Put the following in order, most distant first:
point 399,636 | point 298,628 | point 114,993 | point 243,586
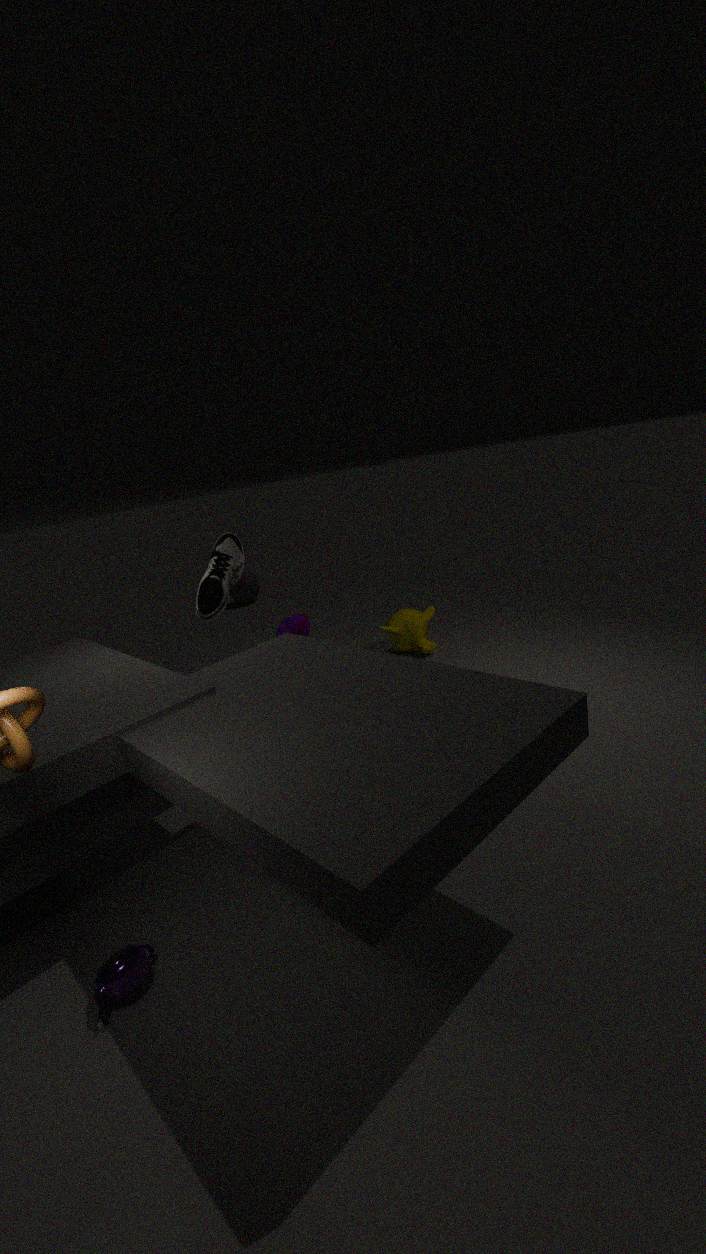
point 243,586
point 399,636
point 298,628
point 114,993
